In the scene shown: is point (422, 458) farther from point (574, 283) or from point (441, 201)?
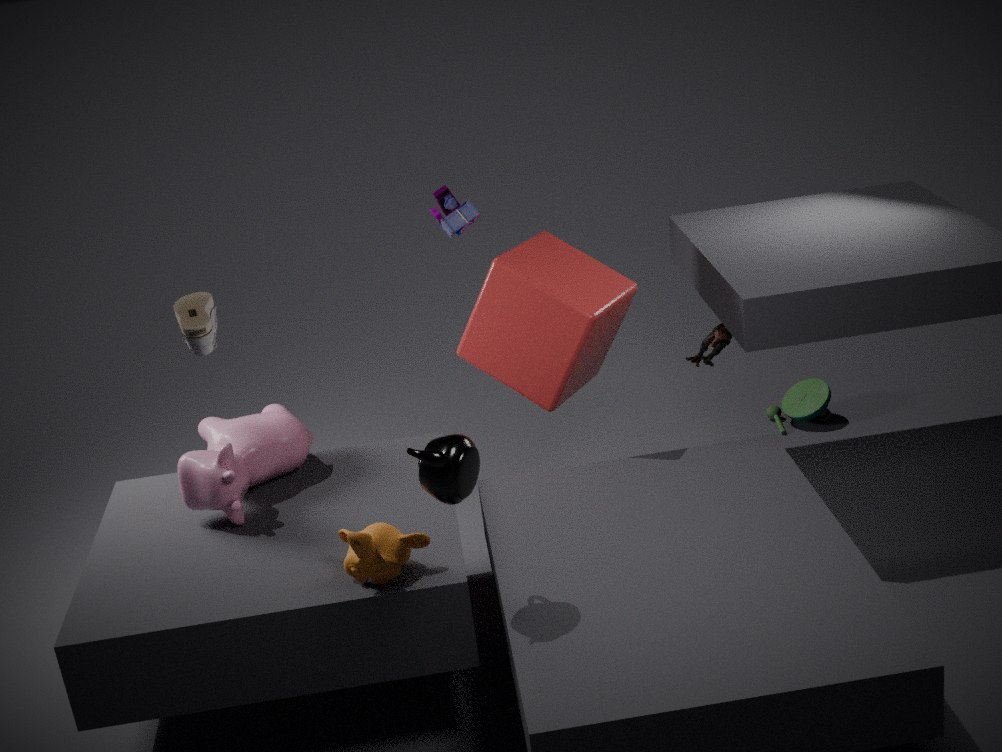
point (441, 201)
